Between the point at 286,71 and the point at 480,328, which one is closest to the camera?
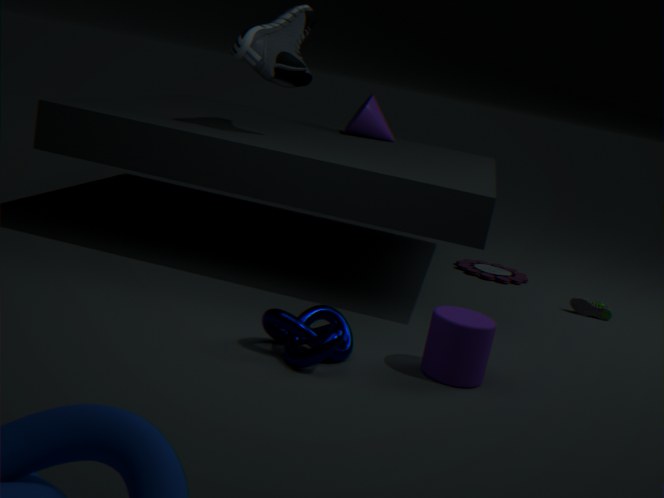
the point at 480,328
